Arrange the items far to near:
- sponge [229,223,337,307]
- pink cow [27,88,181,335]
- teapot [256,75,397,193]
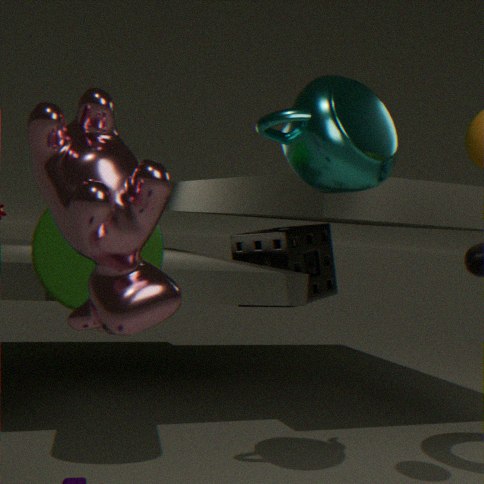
sponge [229,223,337,307]
teapot [256,75,397,193]
pink cow [27,88,181,335]
